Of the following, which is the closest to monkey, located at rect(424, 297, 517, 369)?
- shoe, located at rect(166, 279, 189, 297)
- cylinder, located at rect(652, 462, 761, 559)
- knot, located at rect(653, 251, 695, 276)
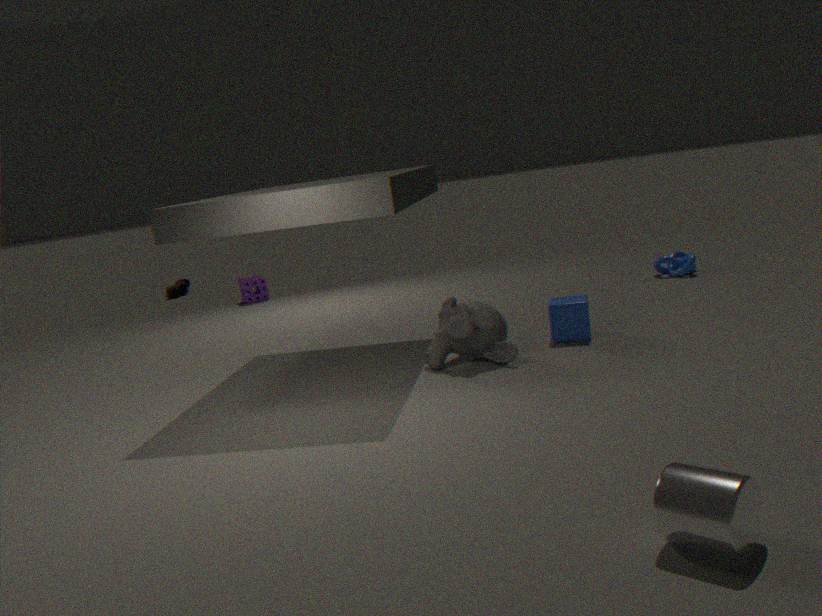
cylinder, located at rect(652, 462, 761, 559)
